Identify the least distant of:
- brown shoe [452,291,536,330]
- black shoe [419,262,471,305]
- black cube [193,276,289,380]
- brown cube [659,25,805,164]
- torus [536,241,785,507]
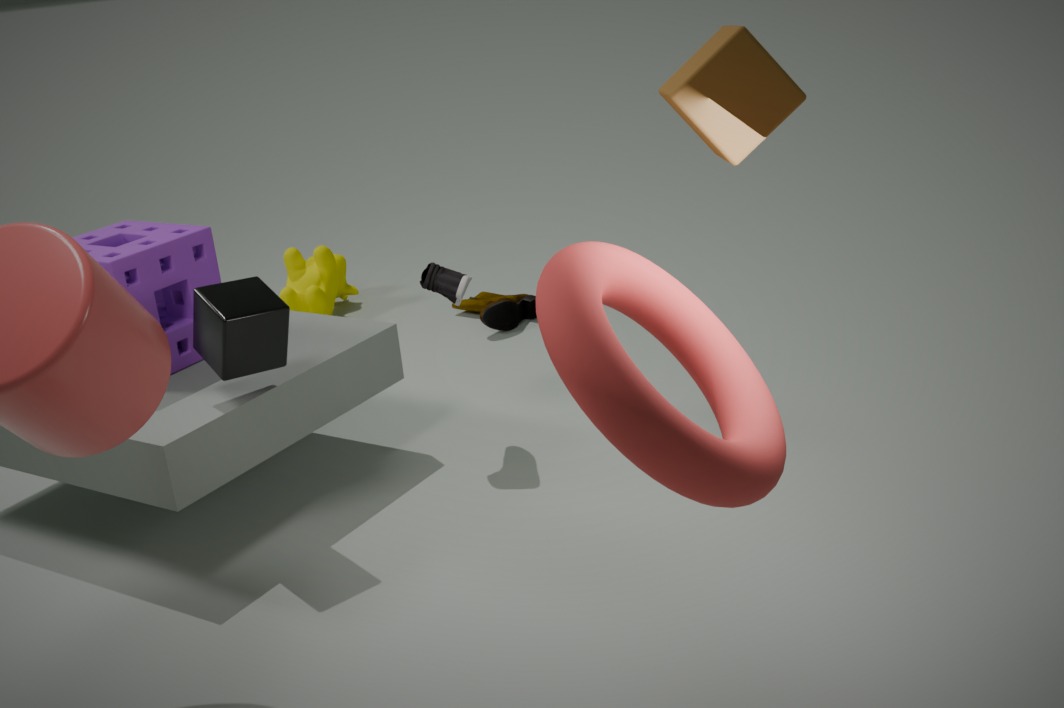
torus [536,241,785,507]
